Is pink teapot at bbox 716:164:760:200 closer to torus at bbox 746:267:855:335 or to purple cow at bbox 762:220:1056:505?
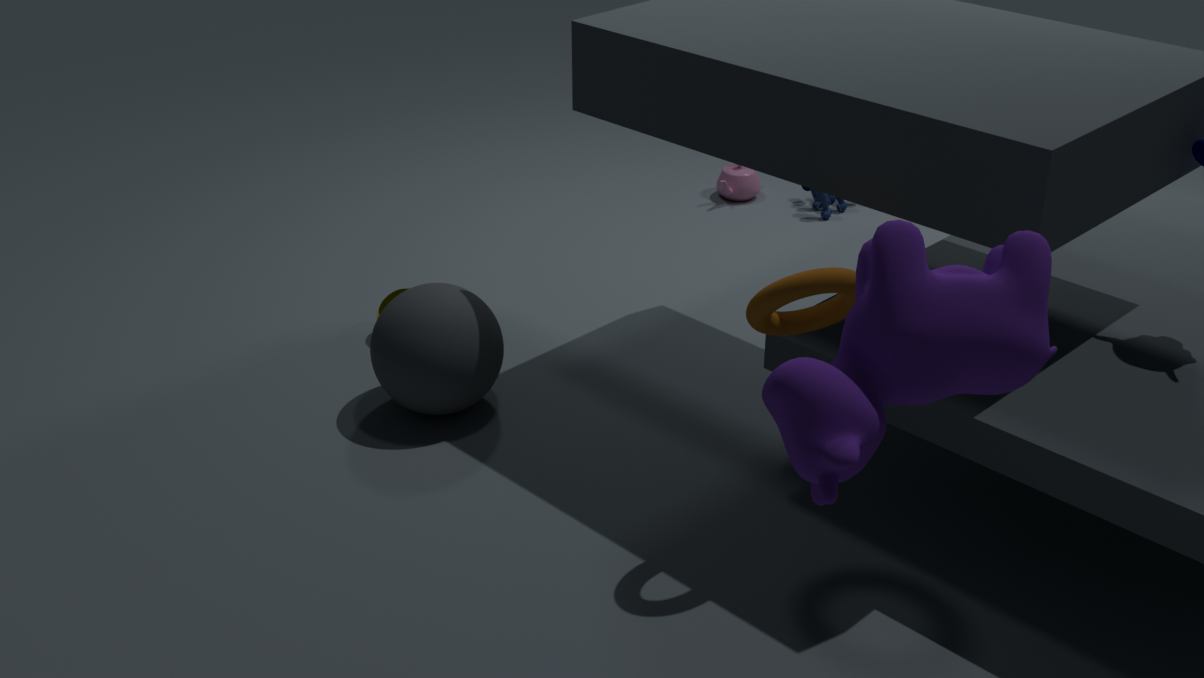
torus at bbox 746:267:855:335
